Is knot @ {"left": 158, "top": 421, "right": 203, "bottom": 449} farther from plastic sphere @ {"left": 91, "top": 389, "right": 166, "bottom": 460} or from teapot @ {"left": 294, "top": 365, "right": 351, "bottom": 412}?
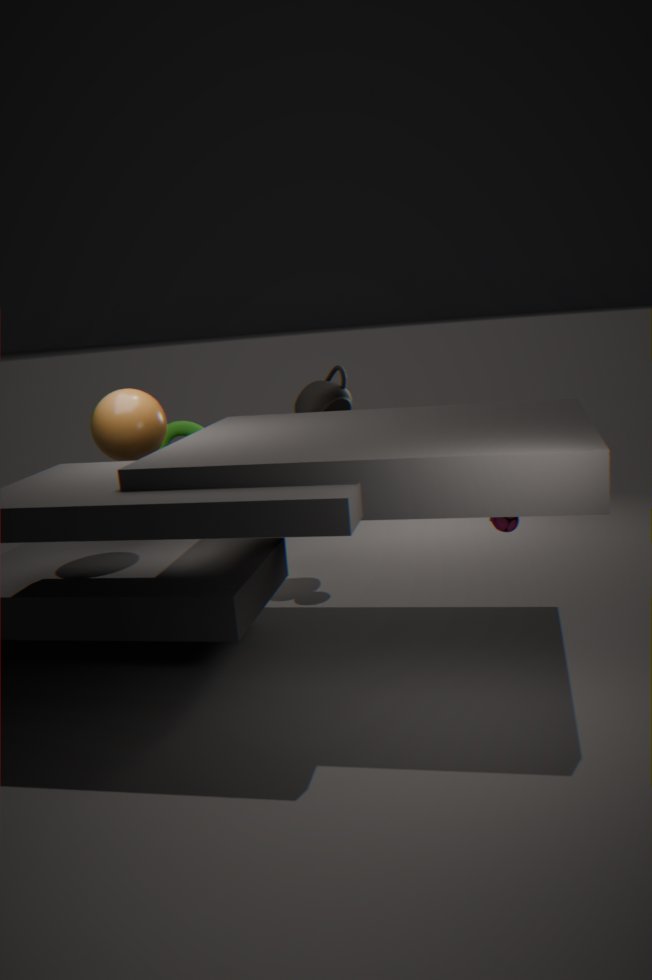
teapot @ {"left": 294, "top": 365, "right": 351, "bottom": 412}
